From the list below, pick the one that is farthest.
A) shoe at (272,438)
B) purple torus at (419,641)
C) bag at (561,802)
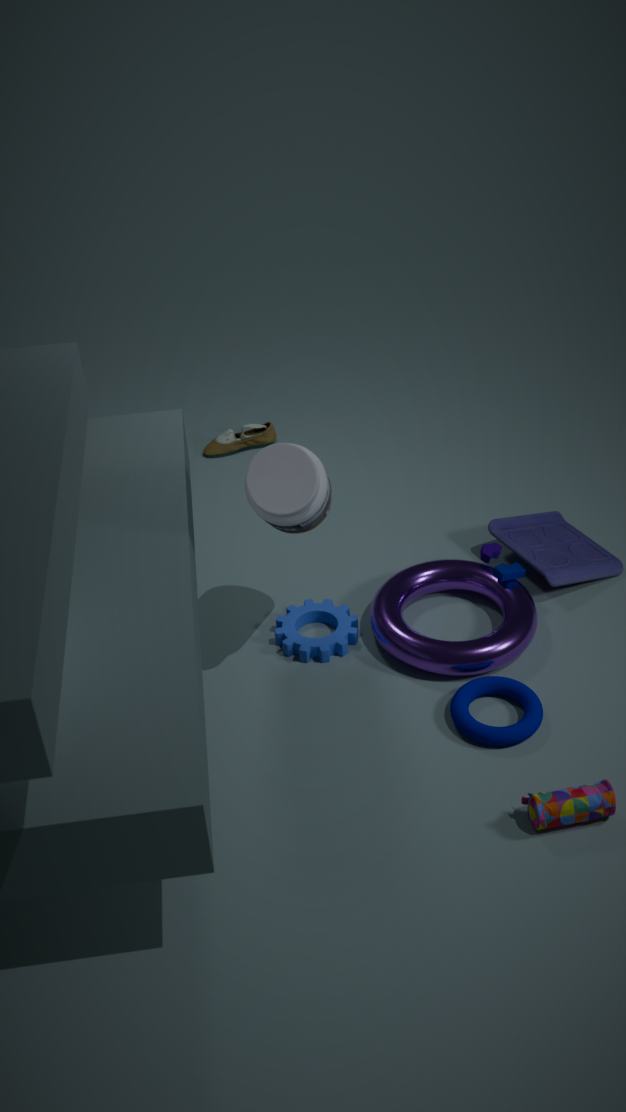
shoe at (272,438)
